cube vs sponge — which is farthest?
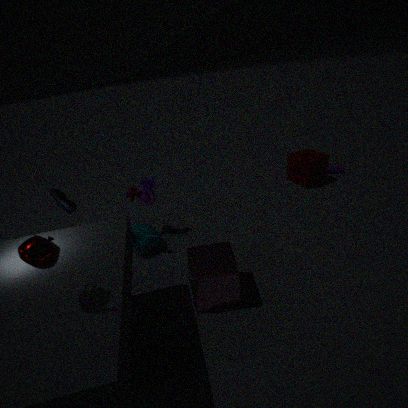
sponge
